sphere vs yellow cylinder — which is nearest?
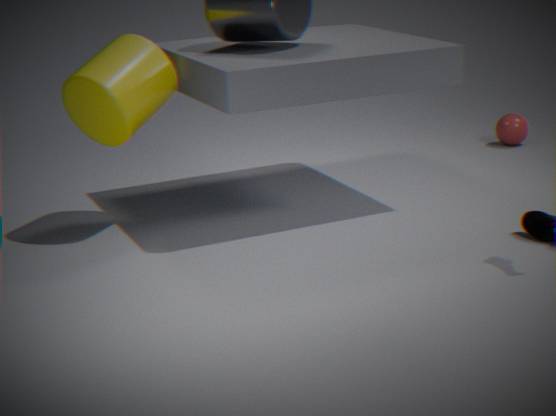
yellow cylinder
